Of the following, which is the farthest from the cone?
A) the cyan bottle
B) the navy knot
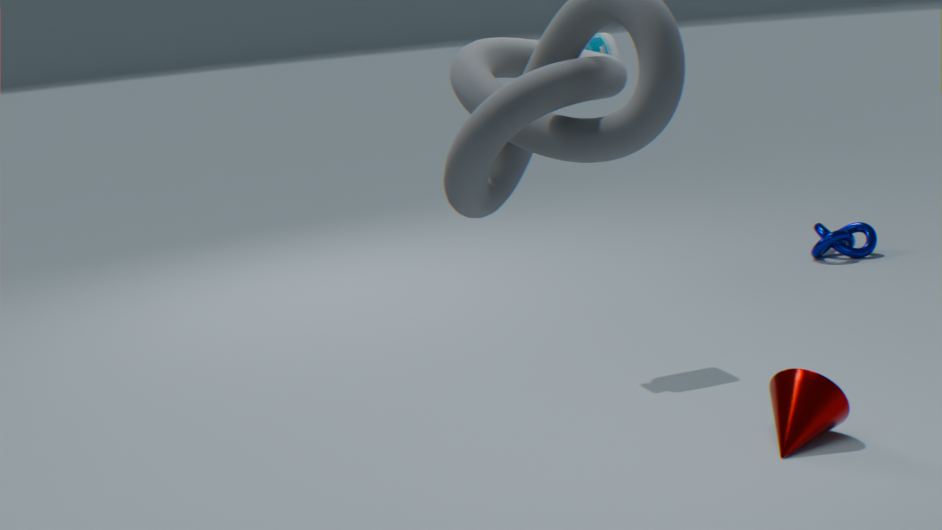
the navy knot
